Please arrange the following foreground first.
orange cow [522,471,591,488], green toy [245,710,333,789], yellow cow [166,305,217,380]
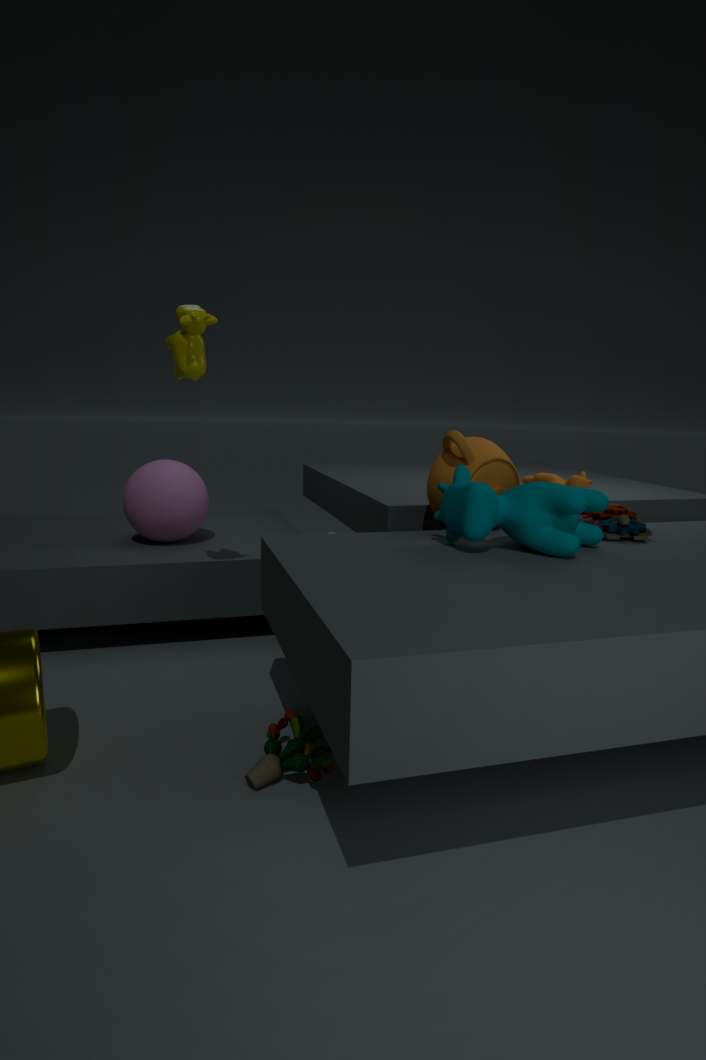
green toy [245,710,333,789], yellow cow [166,305,217,380], orange cow [522,471,591,488]
